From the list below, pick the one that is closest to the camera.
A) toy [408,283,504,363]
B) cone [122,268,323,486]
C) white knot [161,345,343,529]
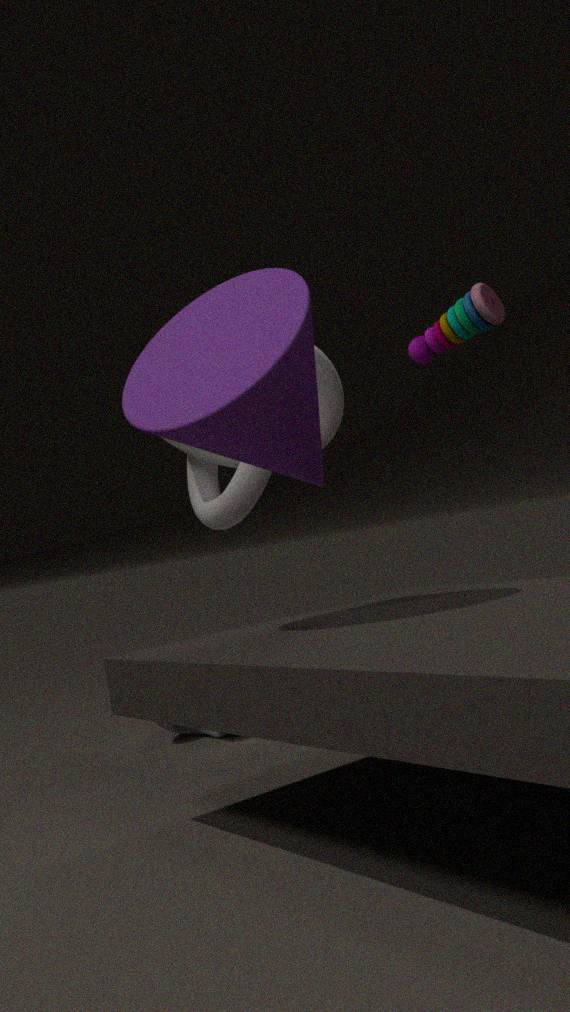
cone [122,268,323,486]
